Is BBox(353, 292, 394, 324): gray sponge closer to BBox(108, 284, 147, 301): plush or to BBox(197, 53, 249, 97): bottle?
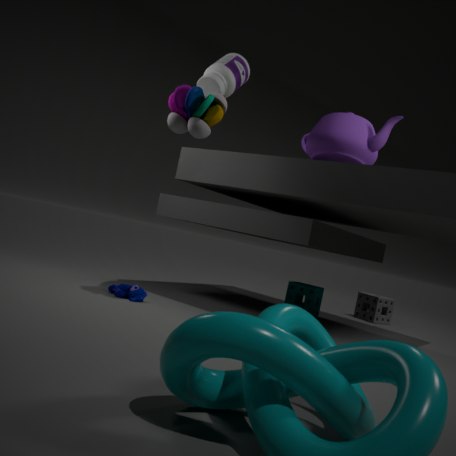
BBox(108, 284, 147, 301): plush
